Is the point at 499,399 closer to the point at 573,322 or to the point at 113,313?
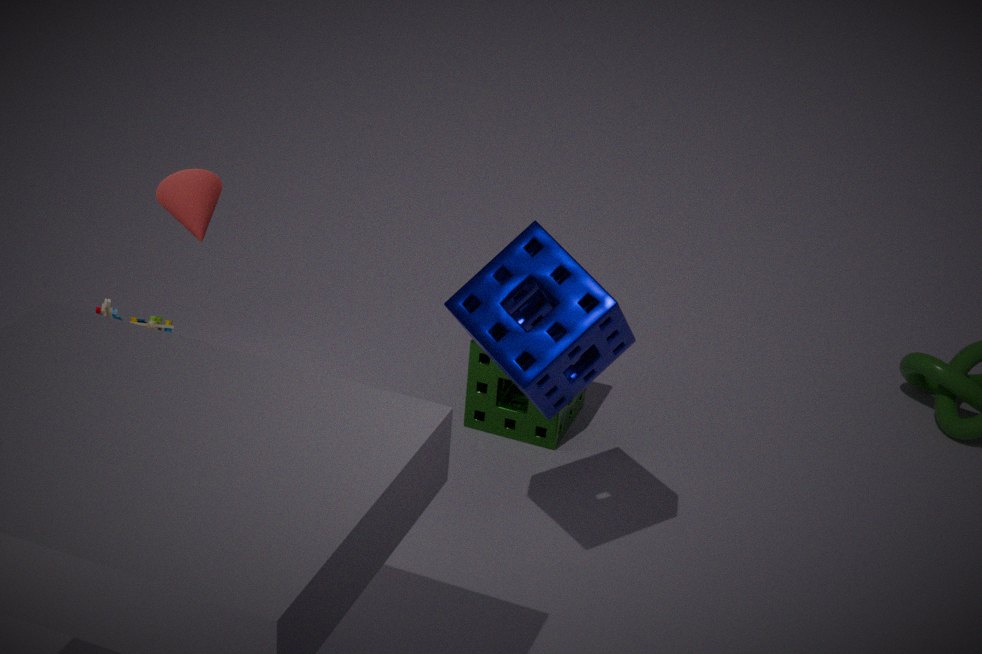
the point at 573,322
